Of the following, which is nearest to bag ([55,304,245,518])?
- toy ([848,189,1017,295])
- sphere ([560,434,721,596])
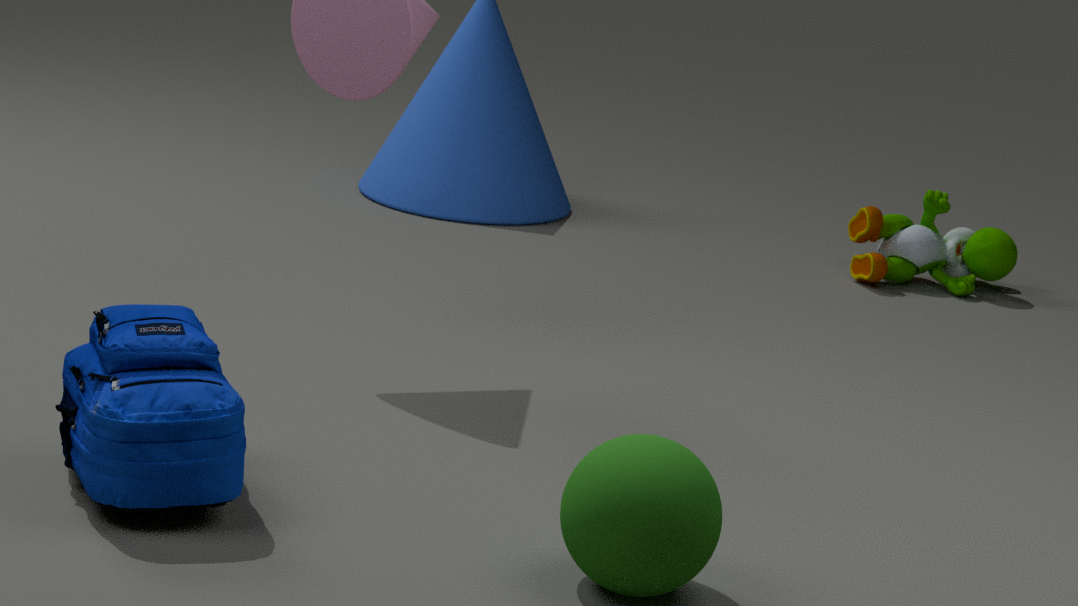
sphere ([560,434,721,596])
